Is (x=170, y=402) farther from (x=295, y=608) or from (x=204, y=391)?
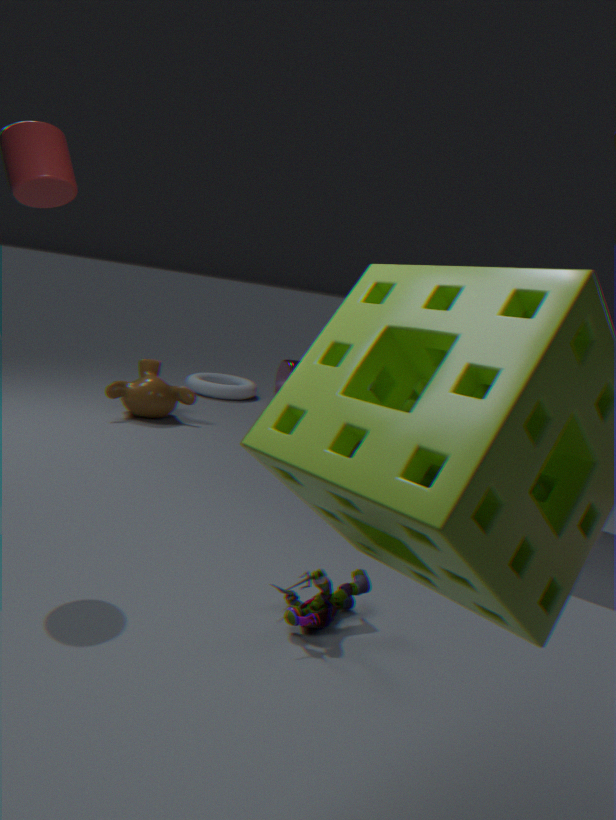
(x=295, y=608)
